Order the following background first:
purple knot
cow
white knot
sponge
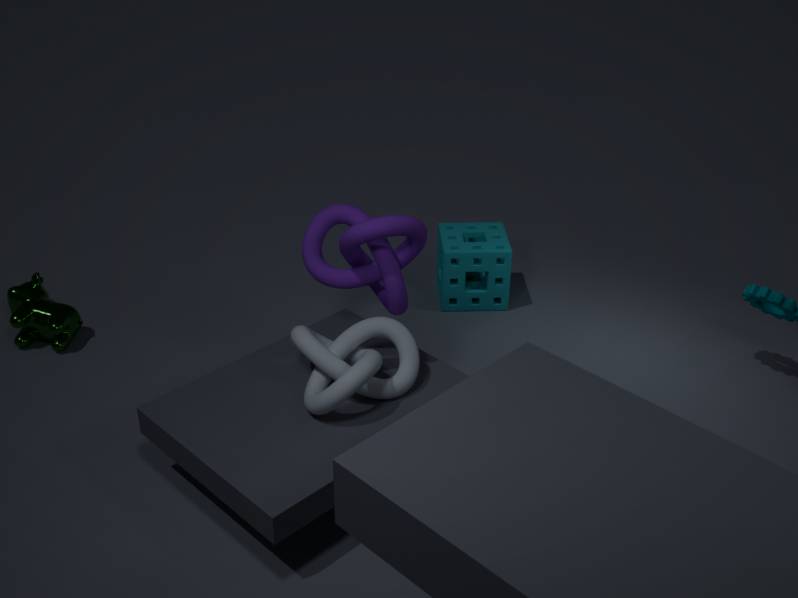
sponge
cow
purple knot
white knot
